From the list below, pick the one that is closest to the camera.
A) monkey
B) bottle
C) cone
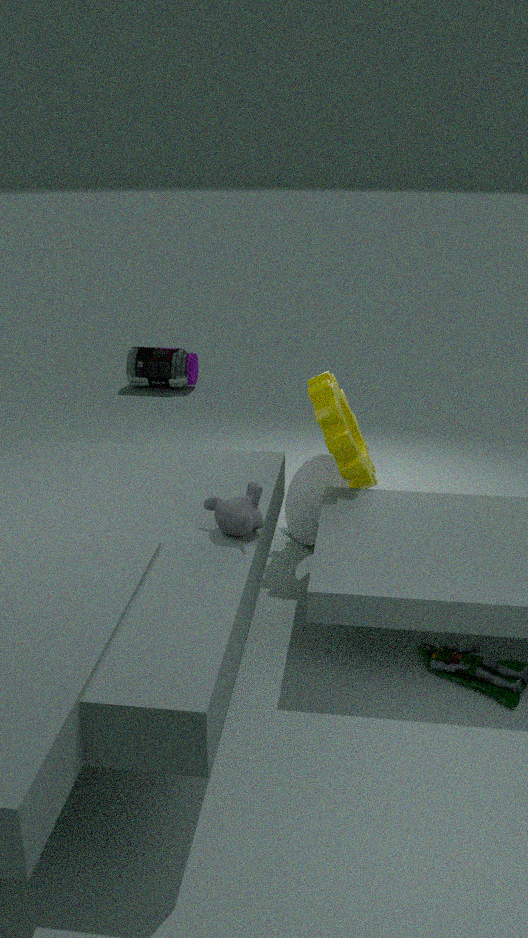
monkey
